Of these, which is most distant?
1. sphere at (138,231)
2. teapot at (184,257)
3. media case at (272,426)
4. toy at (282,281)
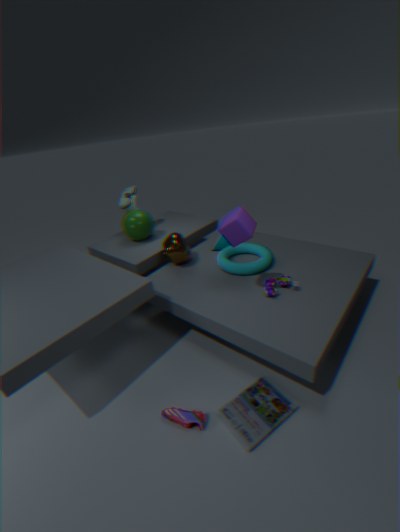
sphere at (138,231)
